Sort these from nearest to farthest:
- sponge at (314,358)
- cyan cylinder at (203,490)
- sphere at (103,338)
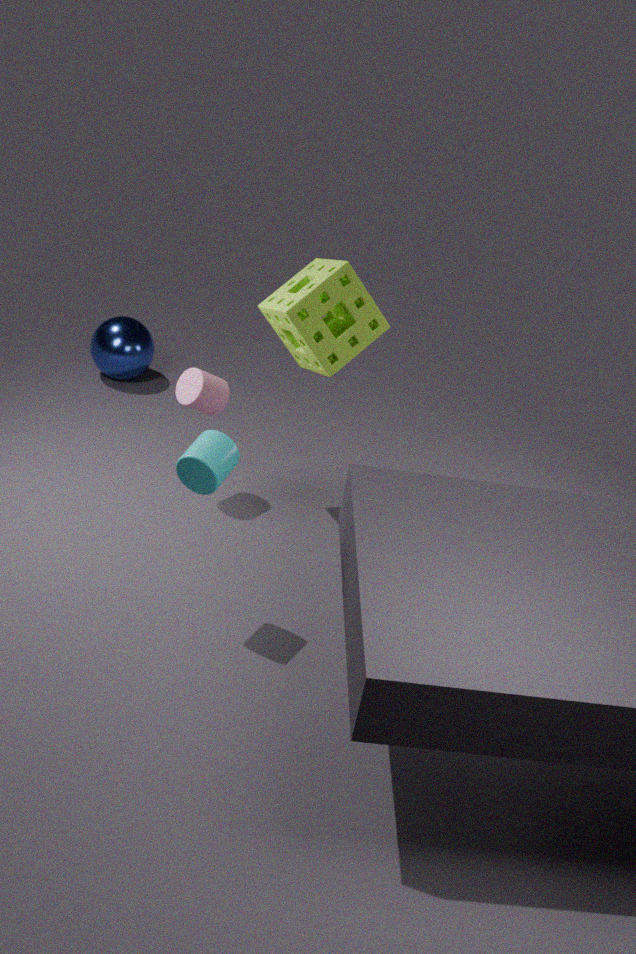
cyan cylinder at (203,490) → sponge at (314,358) → sphere at (103,338)
